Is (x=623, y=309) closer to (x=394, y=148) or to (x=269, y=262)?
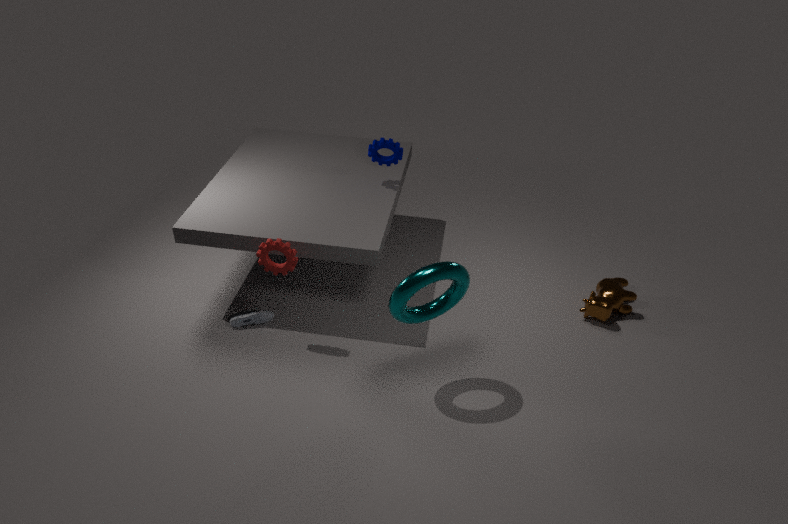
(x=394, y=148)
